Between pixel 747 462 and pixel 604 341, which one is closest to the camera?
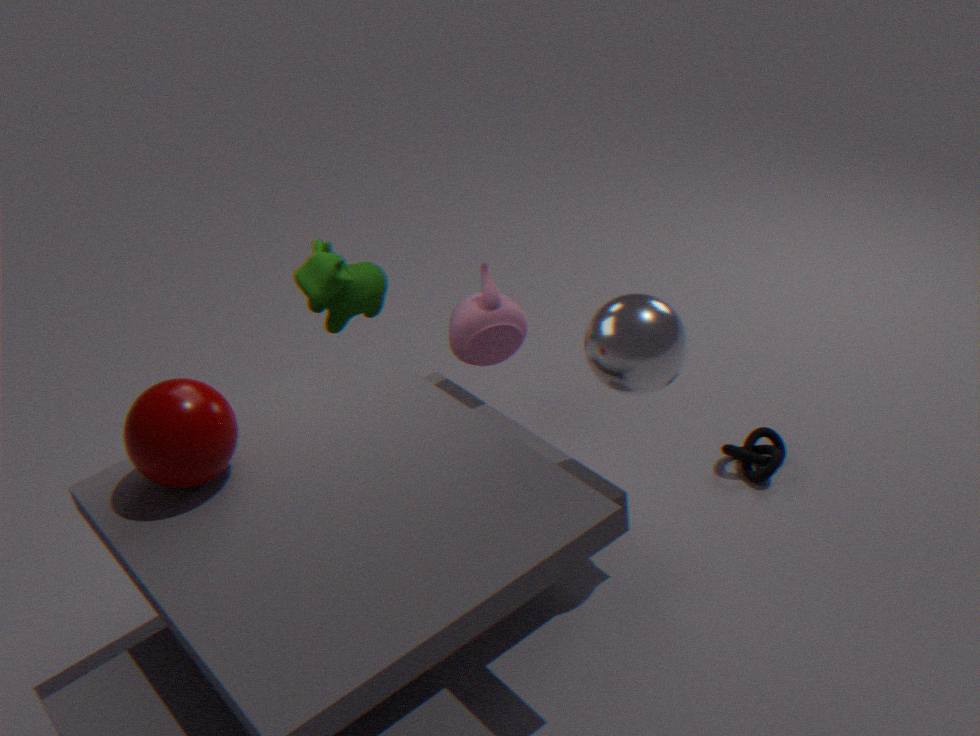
pixel 604 341
